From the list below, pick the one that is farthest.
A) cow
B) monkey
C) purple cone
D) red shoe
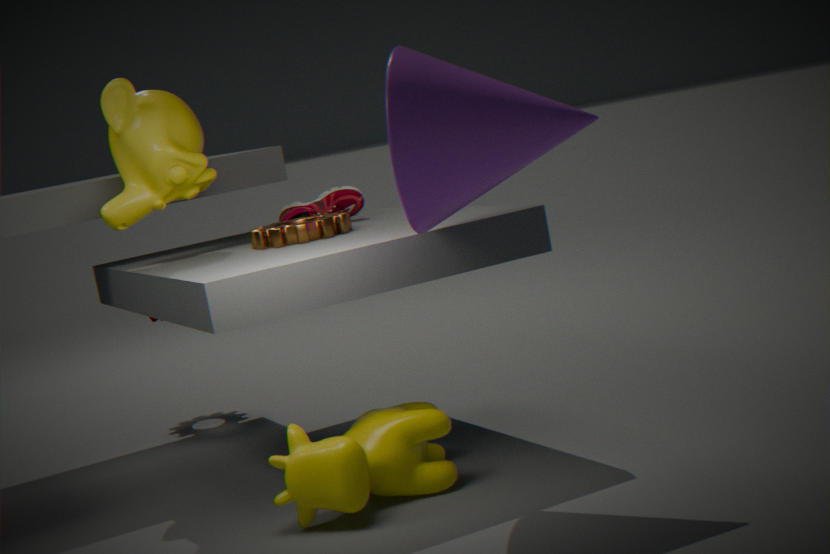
red shoe
